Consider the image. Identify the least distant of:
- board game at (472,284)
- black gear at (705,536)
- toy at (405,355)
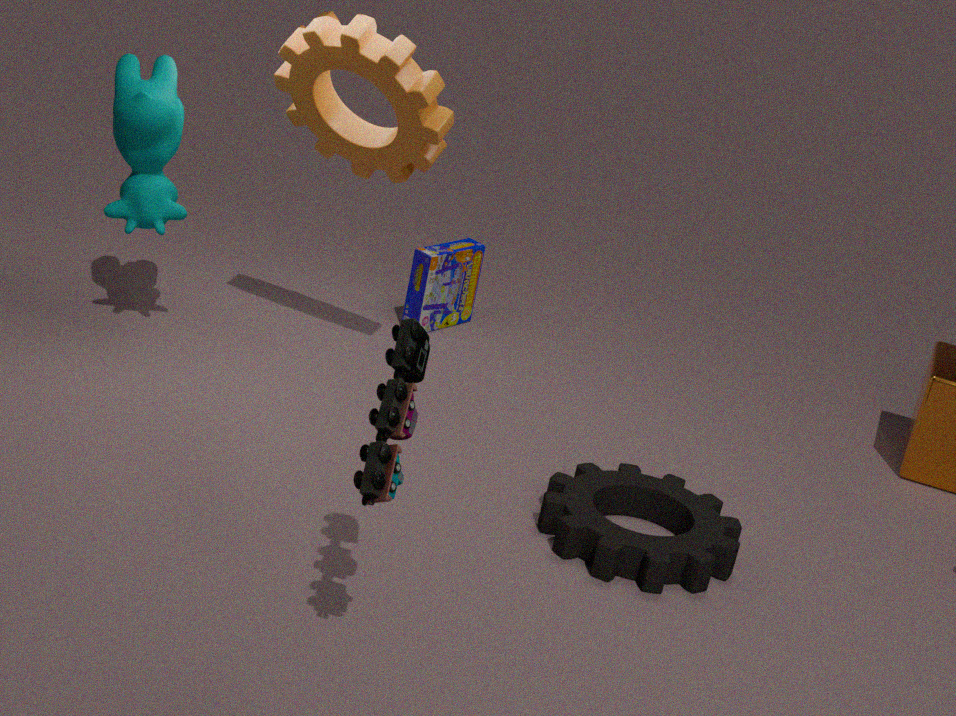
toy at (405,355)
